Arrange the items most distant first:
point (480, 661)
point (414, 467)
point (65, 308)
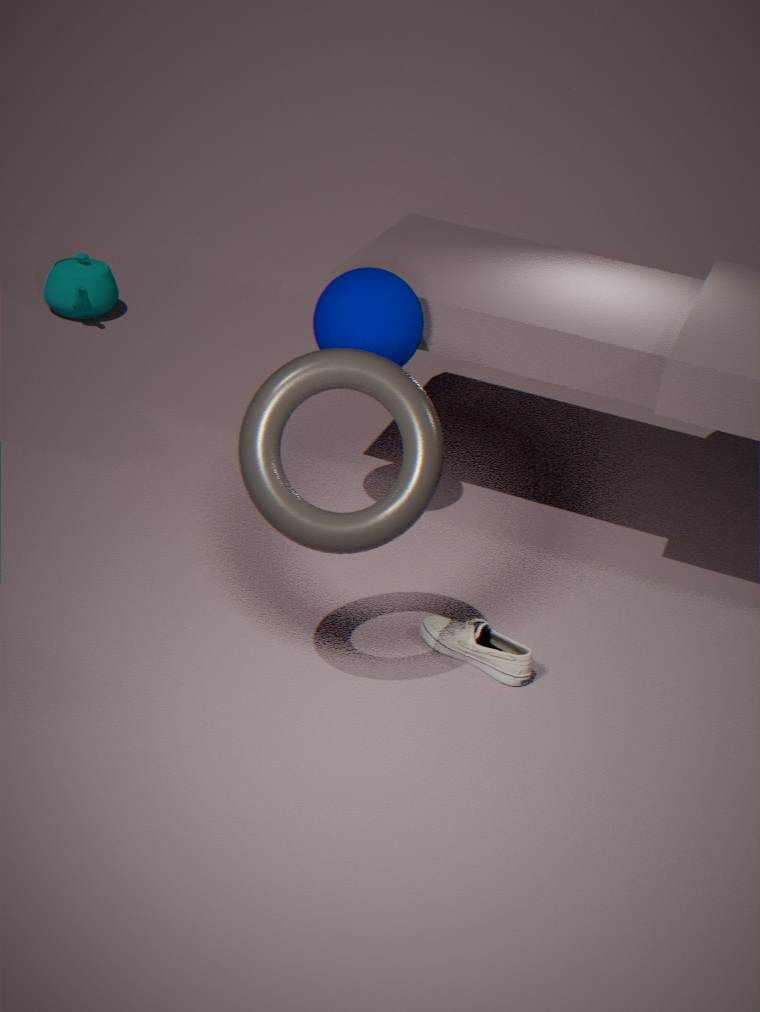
point (65, 308) < point (480, 661) < point (414, 467)
